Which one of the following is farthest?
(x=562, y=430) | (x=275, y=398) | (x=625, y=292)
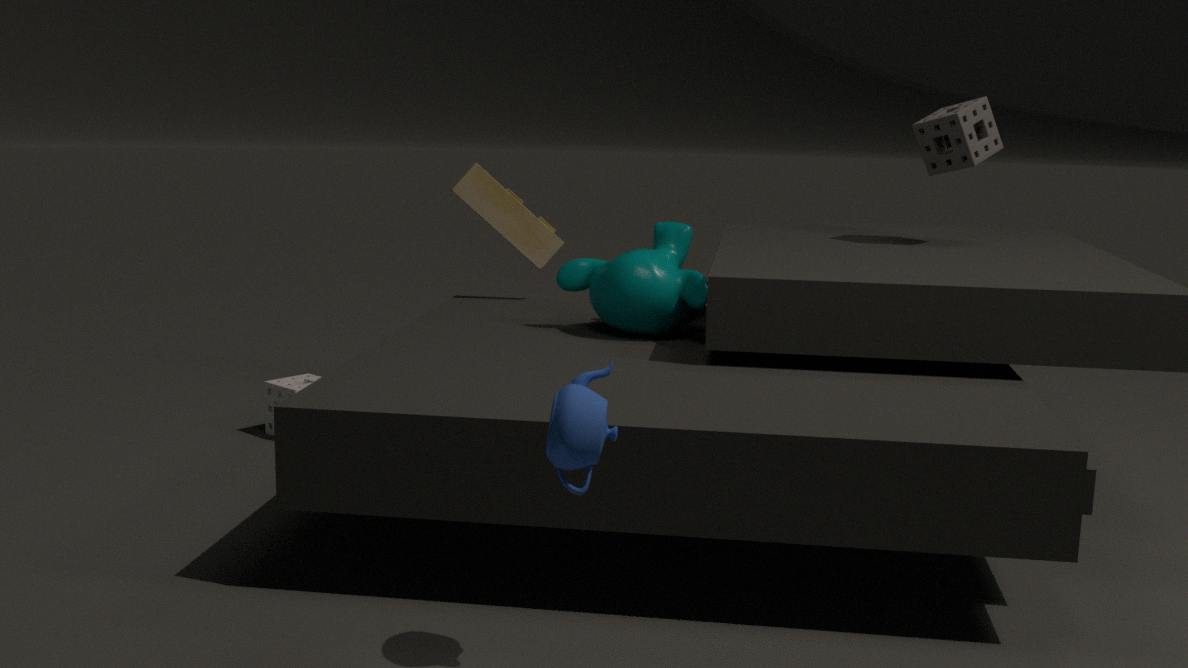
(x=275, y=398)
